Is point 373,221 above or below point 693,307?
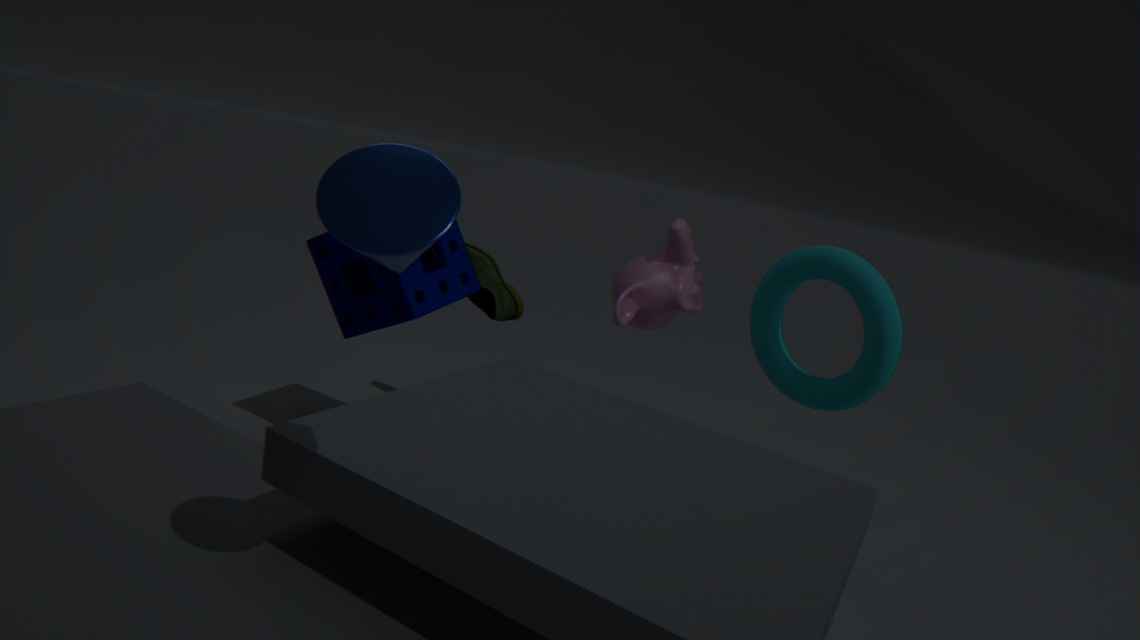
above
